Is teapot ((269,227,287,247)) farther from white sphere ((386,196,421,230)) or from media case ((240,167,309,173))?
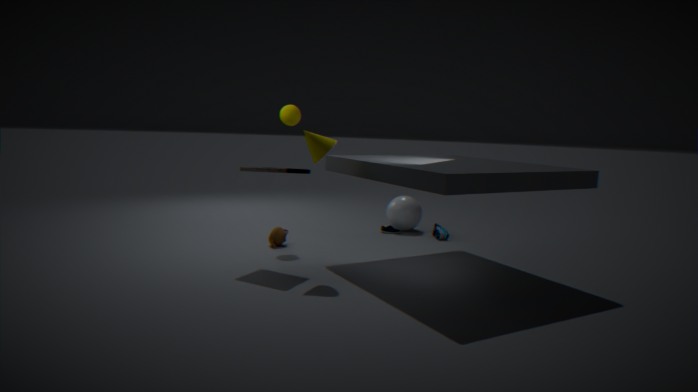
white sphere ((386,196,421,230))
